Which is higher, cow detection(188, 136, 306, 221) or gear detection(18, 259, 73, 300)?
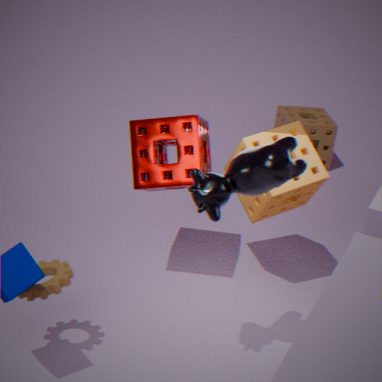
cow detection(188, 136, 306, 221)
